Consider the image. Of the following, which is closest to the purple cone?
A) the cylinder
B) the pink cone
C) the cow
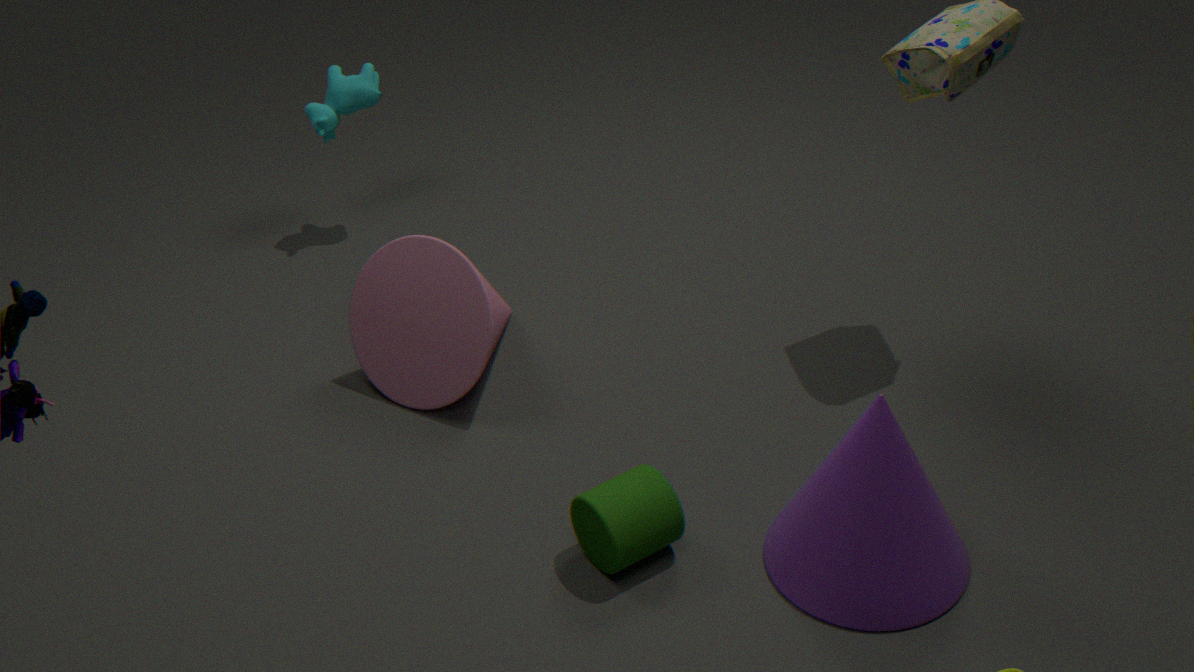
the cylinder
